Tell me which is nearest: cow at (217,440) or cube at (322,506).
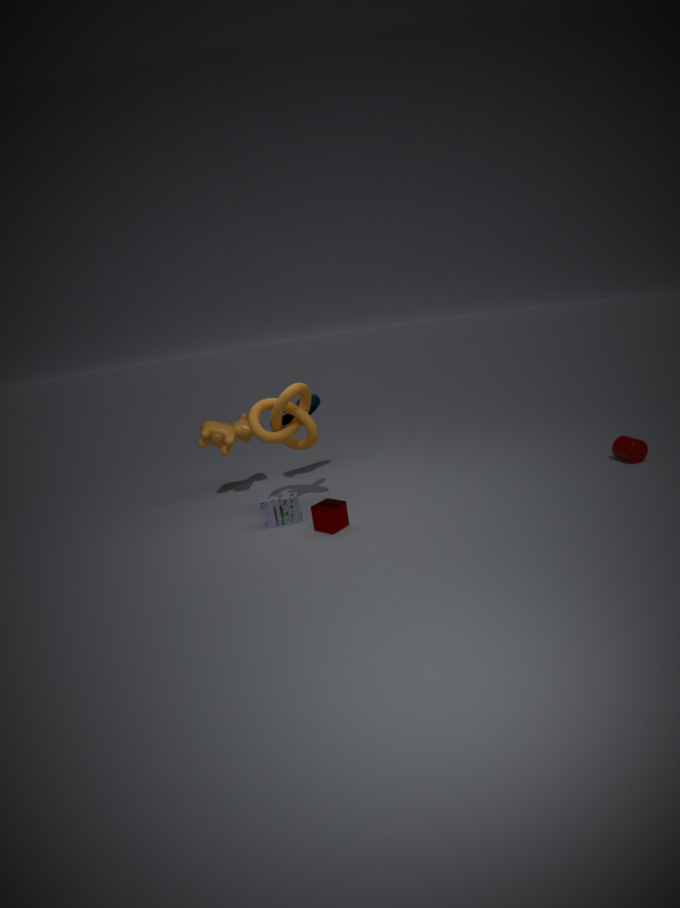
cube at (322,506)
